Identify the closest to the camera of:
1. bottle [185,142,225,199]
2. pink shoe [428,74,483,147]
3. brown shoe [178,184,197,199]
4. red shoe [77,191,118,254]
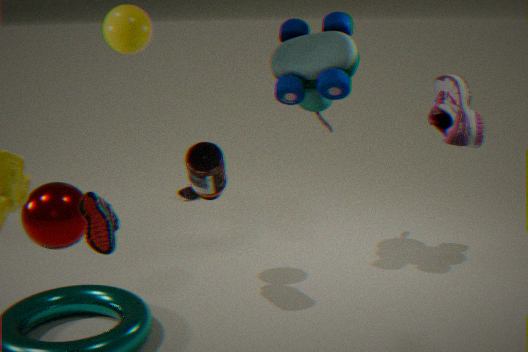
red shoe [77,191,118,254]
